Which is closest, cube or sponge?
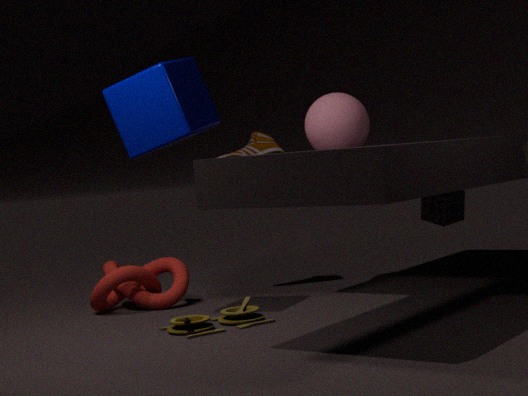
cube
